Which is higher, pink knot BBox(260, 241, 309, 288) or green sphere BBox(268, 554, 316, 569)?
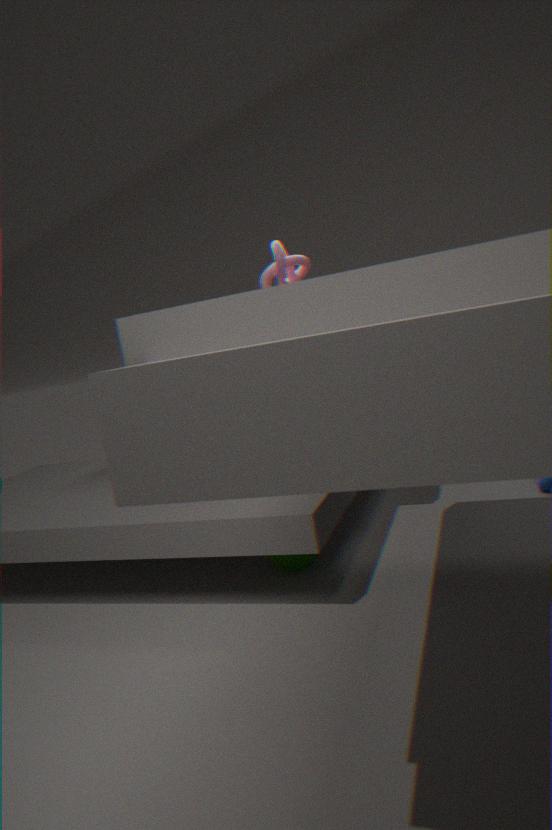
pink knot BBox(260, 241, 309, 288)
